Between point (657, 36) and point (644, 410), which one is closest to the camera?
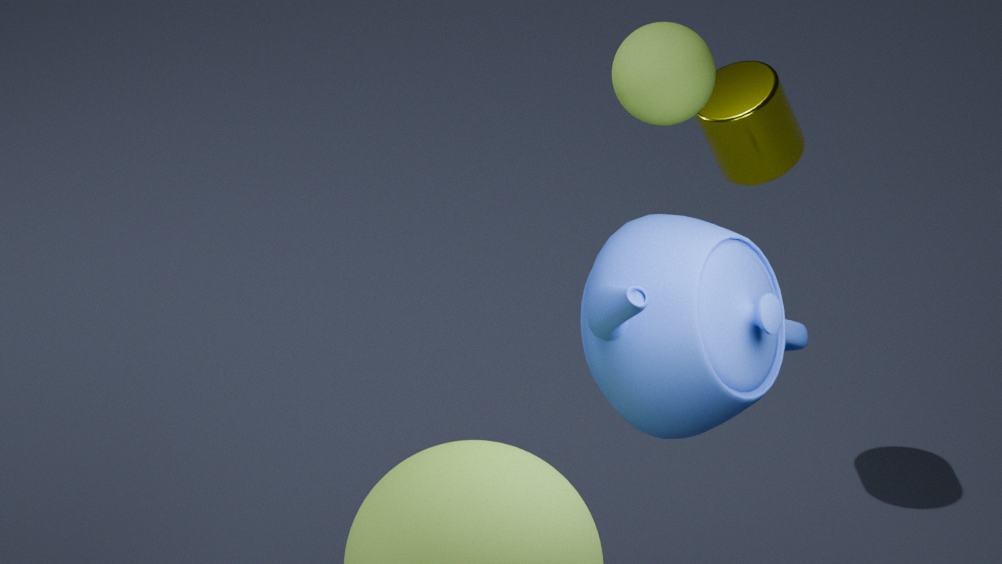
point (644, 410)
